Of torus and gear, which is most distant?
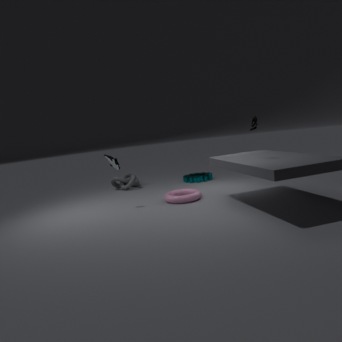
gear
